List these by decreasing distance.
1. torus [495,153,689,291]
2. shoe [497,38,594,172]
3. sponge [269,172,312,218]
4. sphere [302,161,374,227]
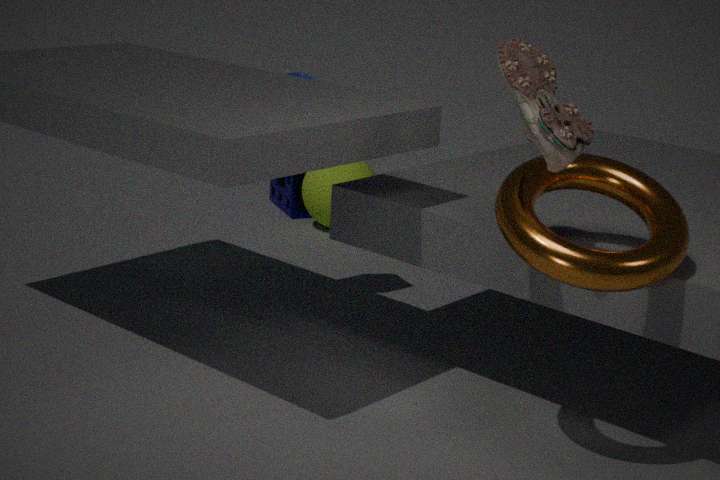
sponge [269,172,312,218], sphere [302,161,374,227], shoe [497,38,594,172], torus [495,153,689,291]
